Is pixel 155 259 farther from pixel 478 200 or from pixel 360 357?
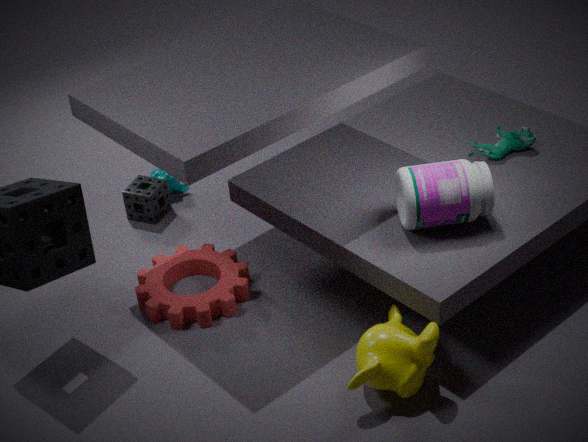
pixel 478 200
